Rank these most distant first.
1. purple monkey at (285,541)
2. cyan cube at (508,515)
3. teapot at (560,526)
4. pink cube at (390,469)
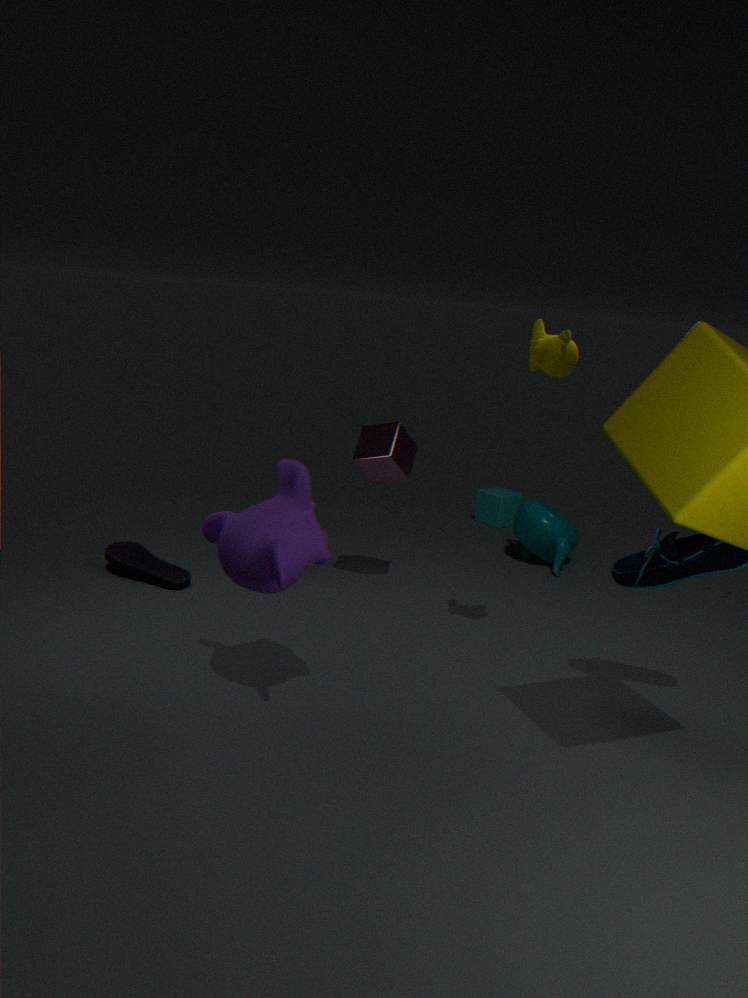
cyan cube at (508,515), teapot at (560,526), pink cube at (390,469), purple monkey at (285,541)
